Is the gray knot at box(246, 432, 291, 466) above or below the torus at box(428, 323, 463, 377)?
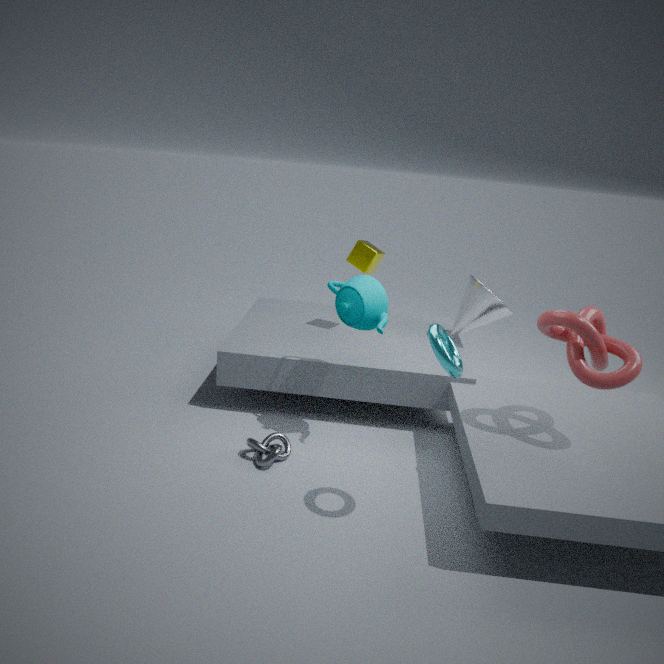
below
